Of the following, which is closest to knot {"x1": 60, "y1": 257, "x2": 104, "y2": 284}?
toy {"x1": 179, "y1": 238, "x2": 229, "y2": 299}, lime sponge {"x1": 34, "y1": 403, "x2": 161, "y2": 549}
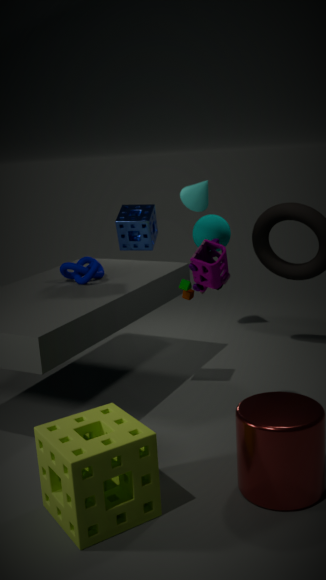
lime sponge {"x1": 34, "y1": 403, "x2": 161, "y2": 549}
